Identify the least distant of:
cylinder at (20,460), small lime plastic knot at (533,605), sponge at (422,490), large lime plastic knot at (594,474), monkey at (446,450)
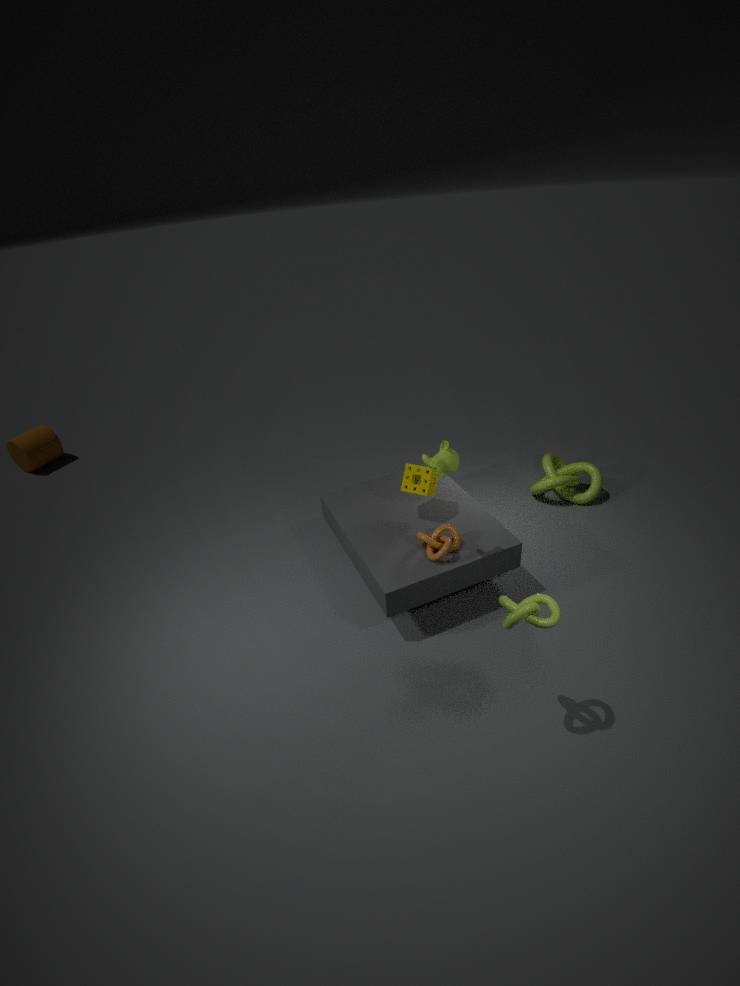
small lime plastic knot at (533,605)
